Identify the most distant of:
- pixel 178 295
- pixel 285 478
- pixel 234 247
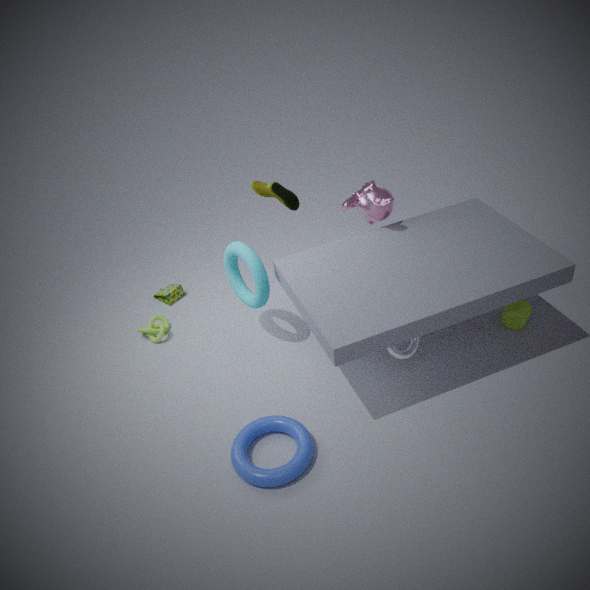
pixel 178 295
